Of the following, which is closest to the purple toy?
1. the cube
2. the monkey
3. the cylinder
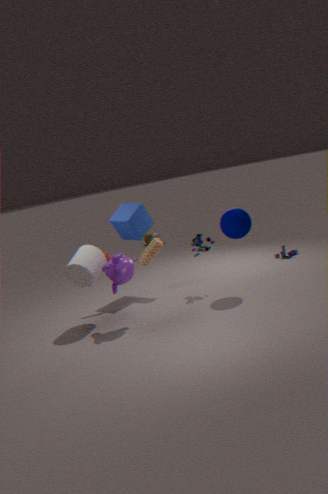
the cube
